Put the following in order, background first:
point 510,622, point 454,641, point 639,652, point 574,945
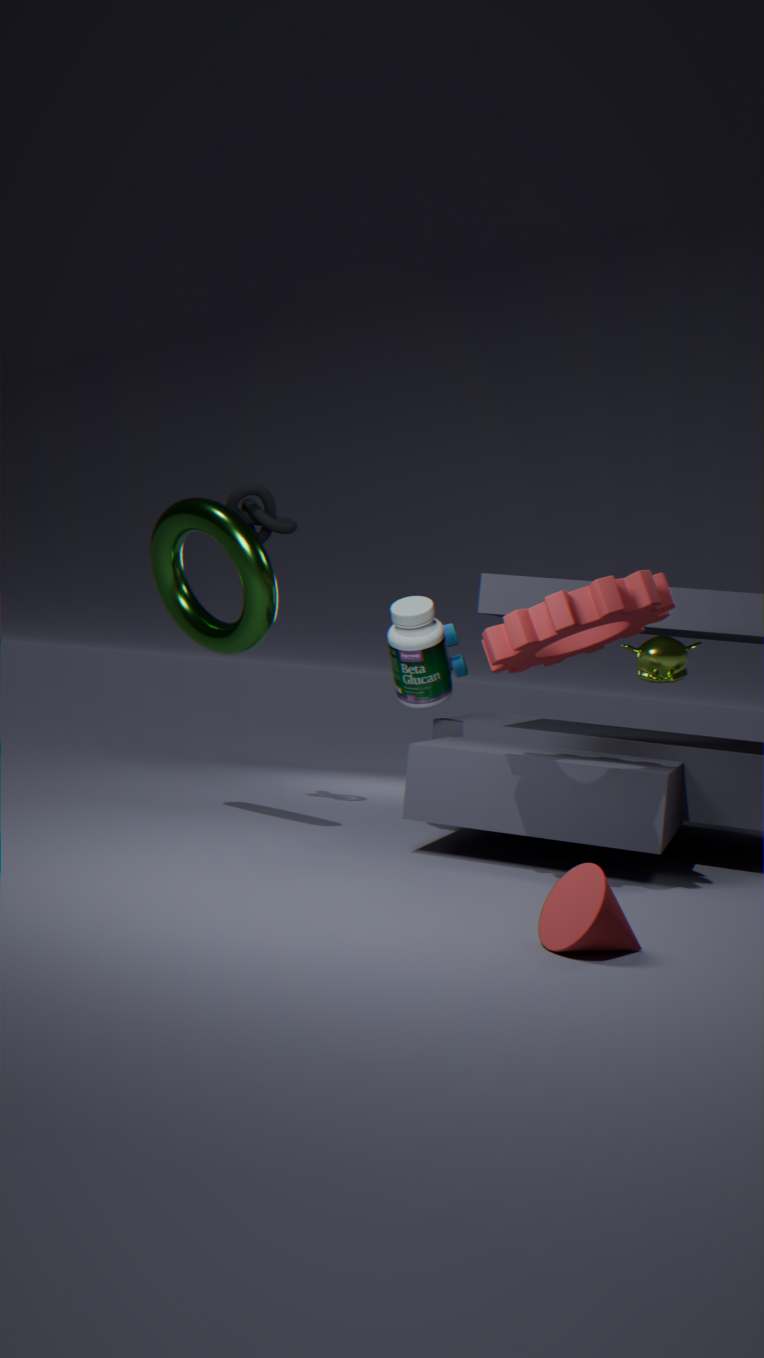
point 454,641
point 639,652
point 510,622
point 574,945
